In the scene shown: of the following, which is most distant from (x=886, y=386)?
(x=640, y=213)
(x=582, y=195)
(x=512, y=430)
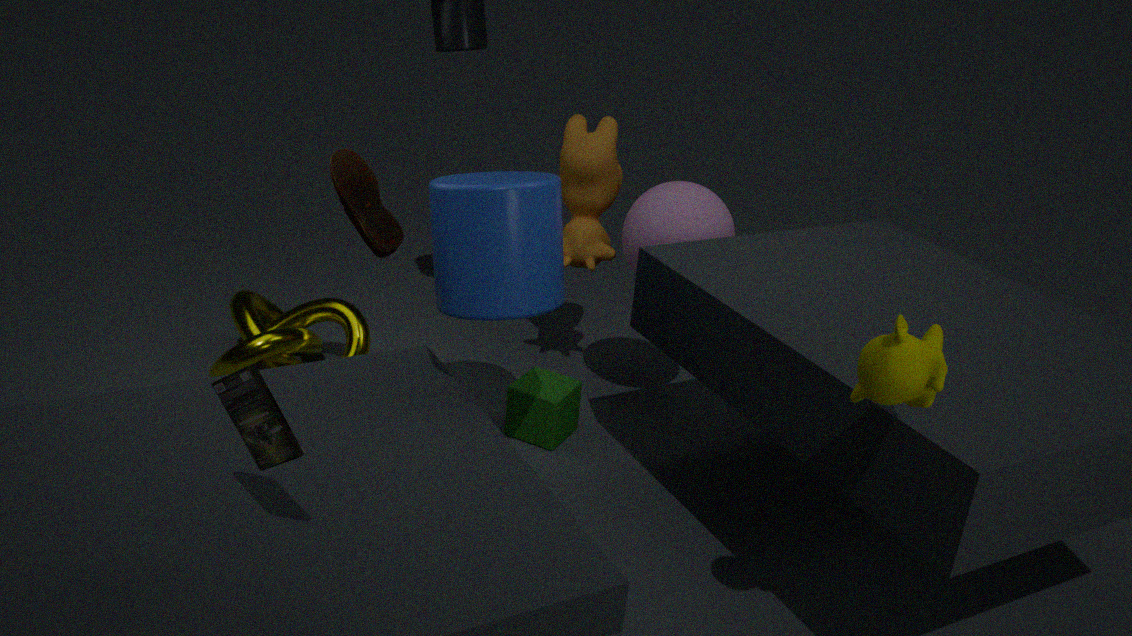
(x=582, y=195)
